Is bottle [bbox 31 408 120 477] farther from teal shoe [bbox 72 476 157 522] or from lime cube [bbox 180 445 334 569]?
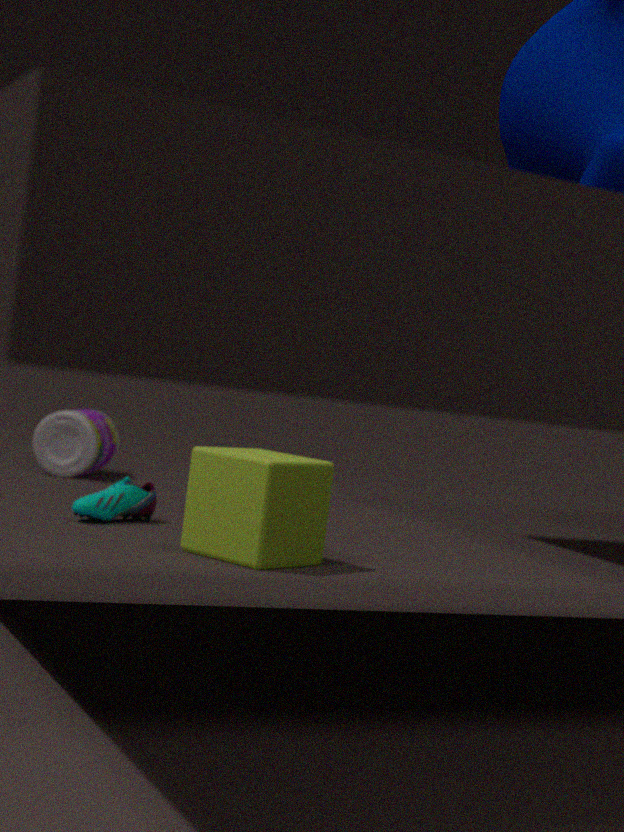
lime cube [bbox 180 445 334 569]
